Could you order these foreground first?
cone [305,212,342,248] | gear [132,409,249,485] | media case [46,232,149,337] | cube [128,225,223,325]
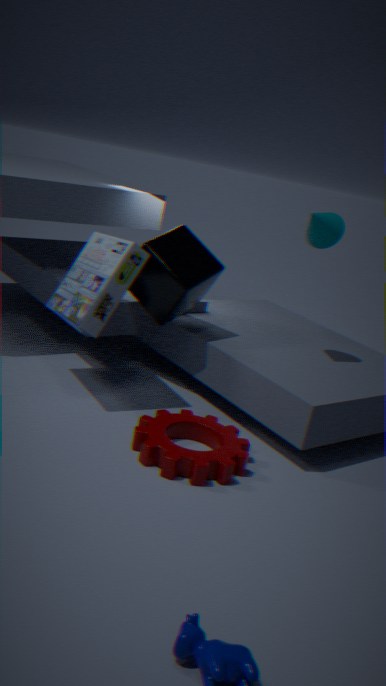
gear [132,409,249,485], media case [46,232,149,337], cone [305,212,342,248], cube [128,225,223,325]
